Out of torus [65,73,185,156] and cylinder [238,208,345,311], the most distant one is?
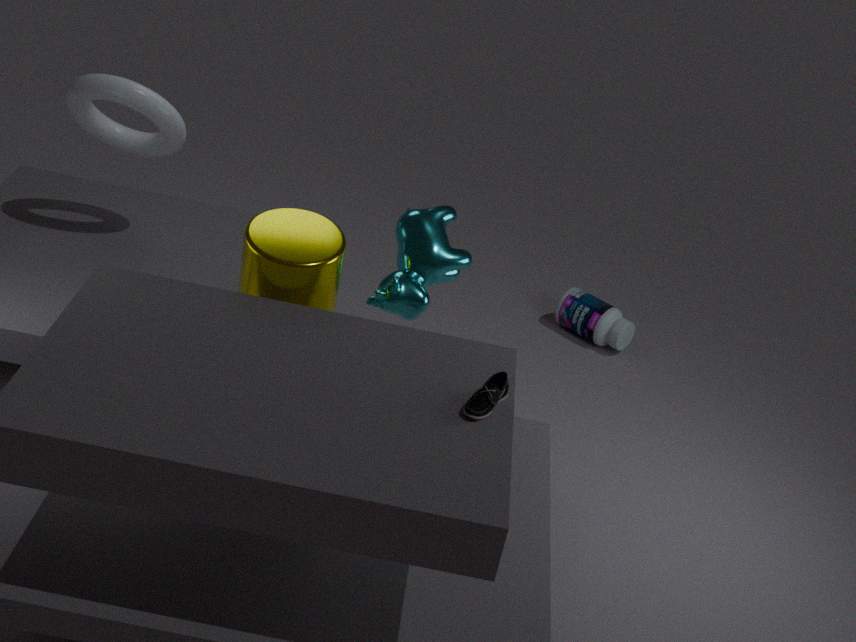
torus [65,73,185,156]
